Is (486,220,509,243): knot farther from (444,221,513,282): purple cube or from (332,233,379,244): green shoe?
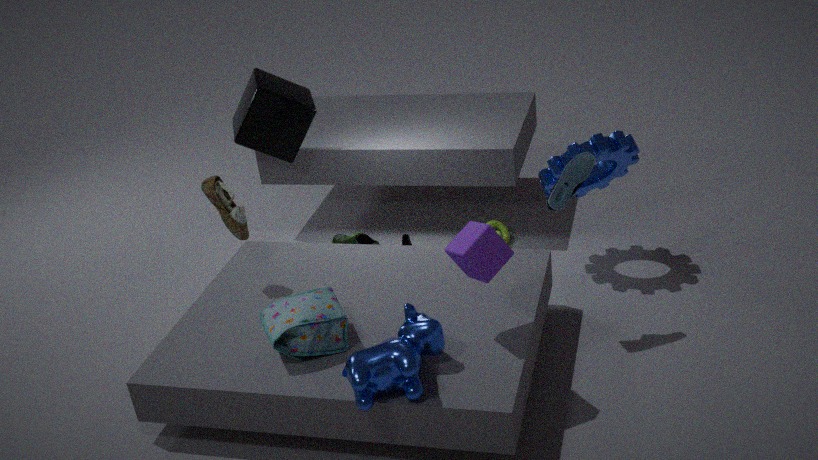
(444,221,513,282): purple cube
